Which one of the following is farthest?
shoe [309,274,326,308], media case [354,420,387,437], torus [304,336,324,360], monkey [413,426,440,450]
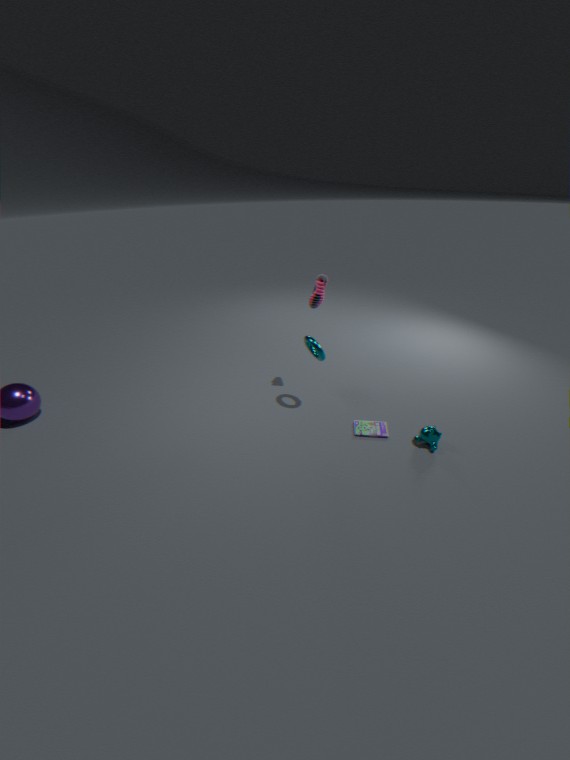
shoe [309,274,326,308]
